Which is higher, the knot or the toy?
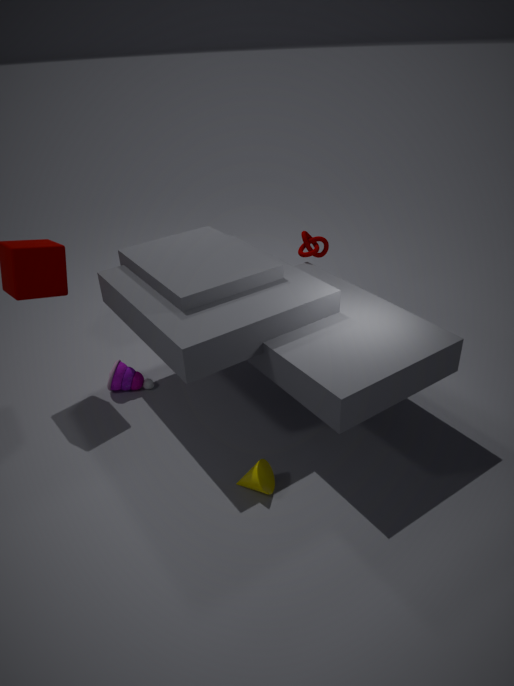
the knot
